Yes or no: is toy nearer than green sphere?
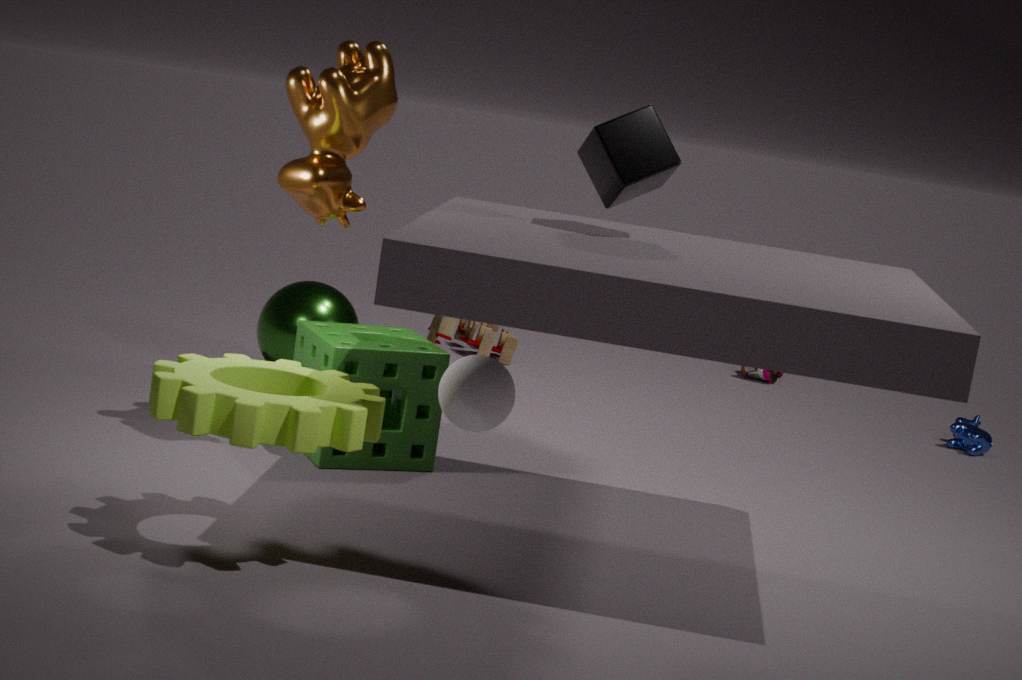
No
